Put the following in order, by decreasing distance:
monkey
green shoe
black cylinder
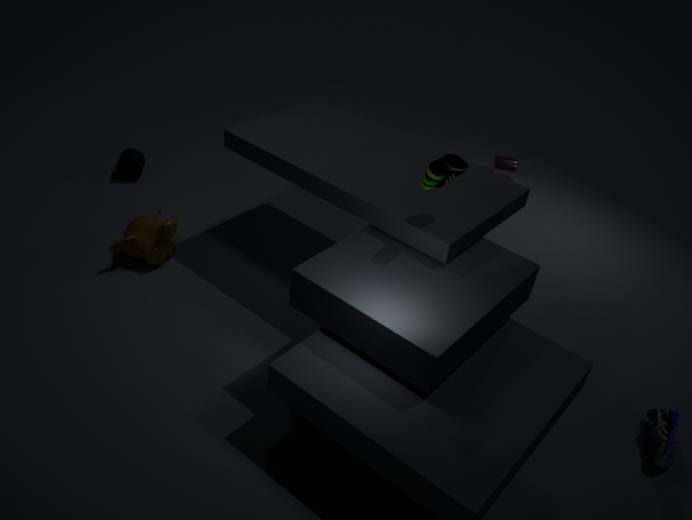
black cylinder < monkey < green shoe
